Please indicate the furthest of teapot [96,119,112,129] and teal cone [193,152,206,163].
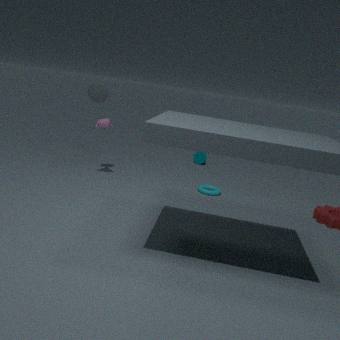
teal cone [193,152,206,163]
